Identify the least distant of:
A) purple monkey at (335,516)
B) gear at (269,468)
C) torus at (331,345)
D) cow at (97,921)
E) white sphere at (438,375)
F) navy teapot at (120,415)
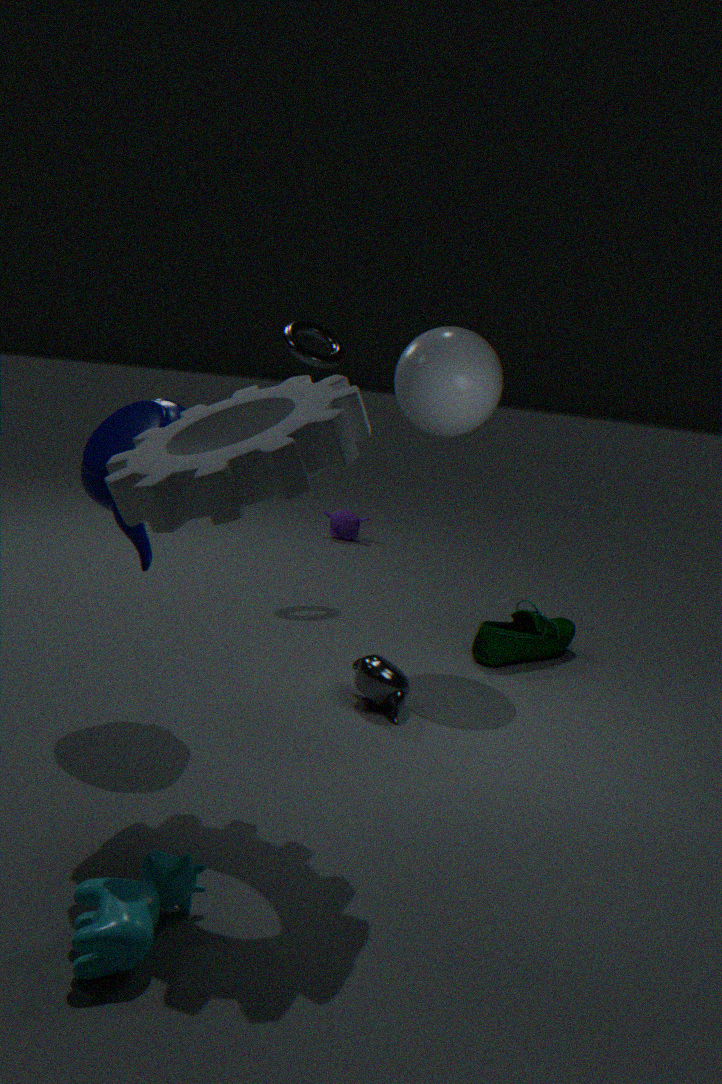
cow at (97,921)
